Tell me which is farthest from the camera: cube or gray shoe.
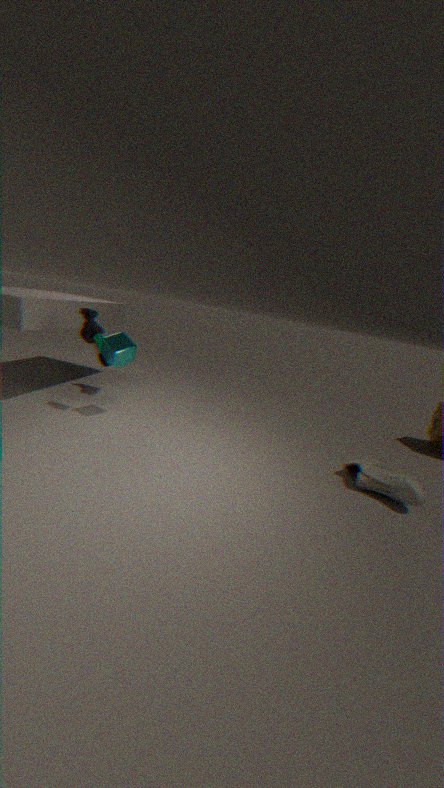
cube
